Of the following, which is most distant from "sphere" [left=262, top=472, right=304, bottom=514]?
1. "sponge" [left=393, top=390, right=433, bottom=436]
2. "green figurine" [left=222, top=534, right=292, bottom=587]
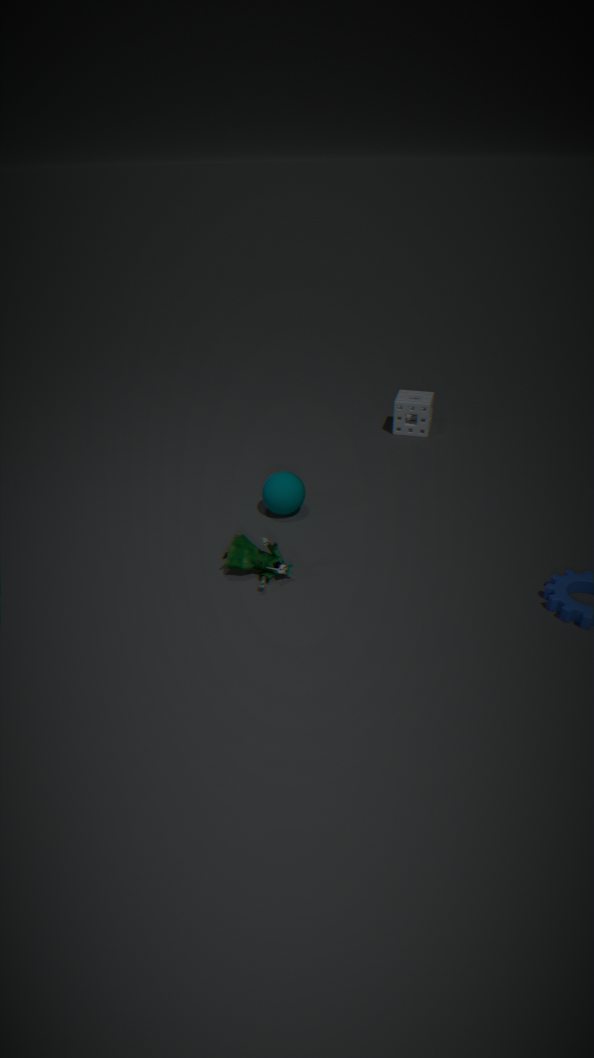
"sponge" [left=393, top=390, right=433, bottom=436]
